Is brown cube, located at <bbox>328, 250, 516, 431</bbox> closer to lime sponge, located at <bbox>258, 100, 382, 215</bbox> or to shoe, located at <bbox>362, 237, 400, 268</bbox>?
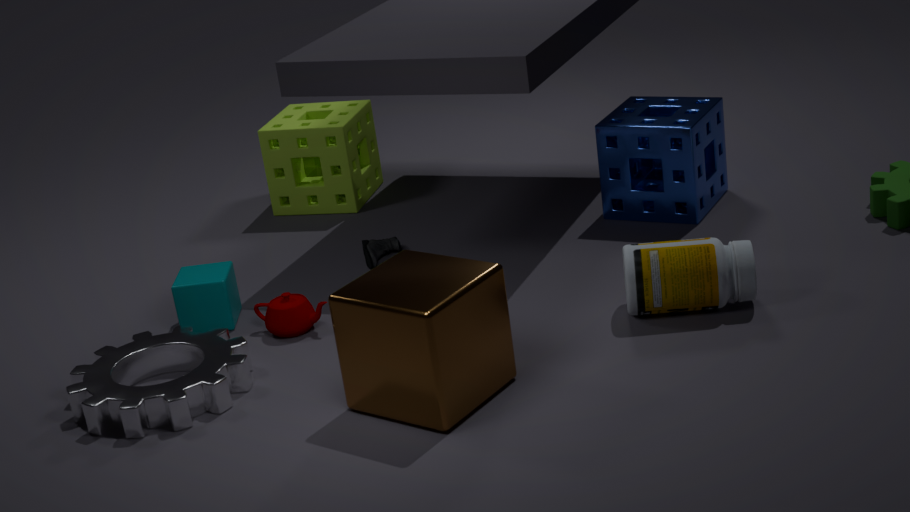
shoe, located at <bbox>362, 237, 400, 268</bbox>
